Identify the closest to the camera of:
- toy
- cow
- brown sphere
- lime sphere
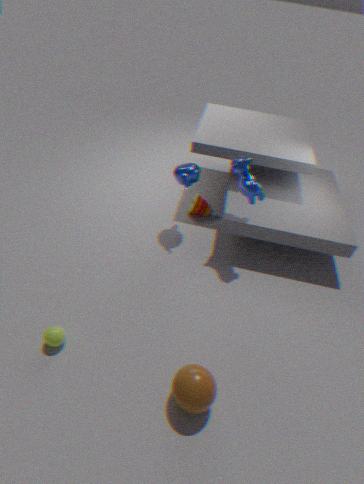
brown sphere
